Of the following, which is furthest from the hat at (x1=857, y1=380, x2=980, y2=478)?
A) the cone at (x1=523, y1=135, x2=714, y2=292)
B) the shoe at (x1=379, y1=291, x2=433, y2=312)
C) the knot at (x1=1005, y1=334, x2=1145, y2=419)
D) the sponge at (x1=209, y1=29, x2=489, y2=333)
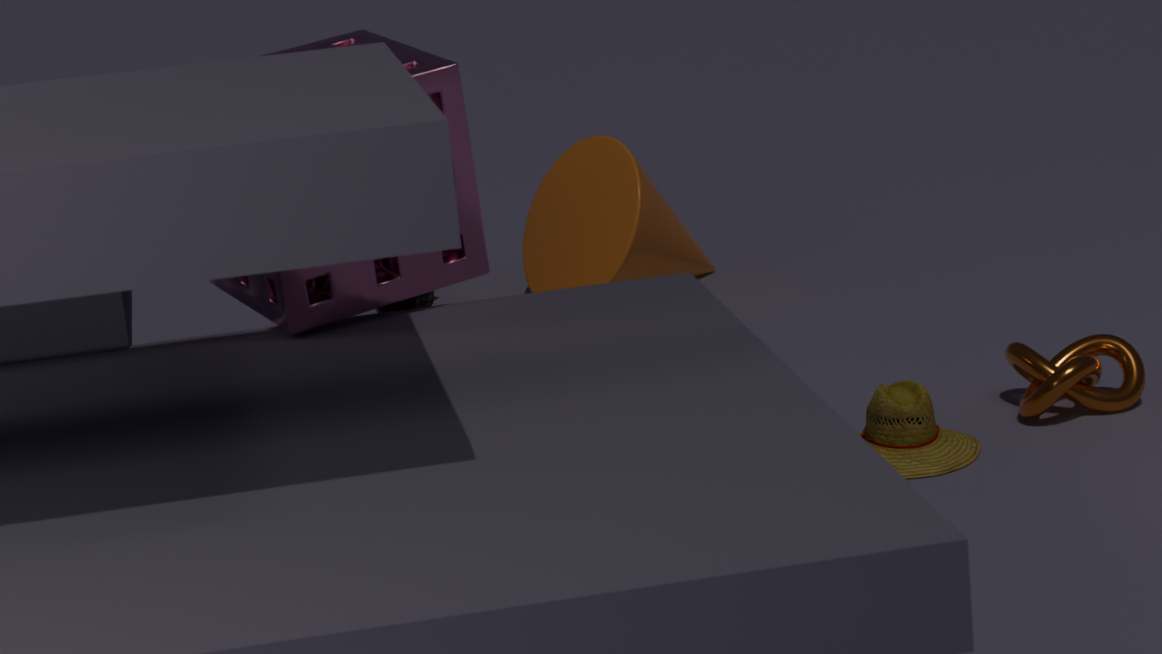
the shoe at (x1=379, y1=291, x2=433, y2=312)
